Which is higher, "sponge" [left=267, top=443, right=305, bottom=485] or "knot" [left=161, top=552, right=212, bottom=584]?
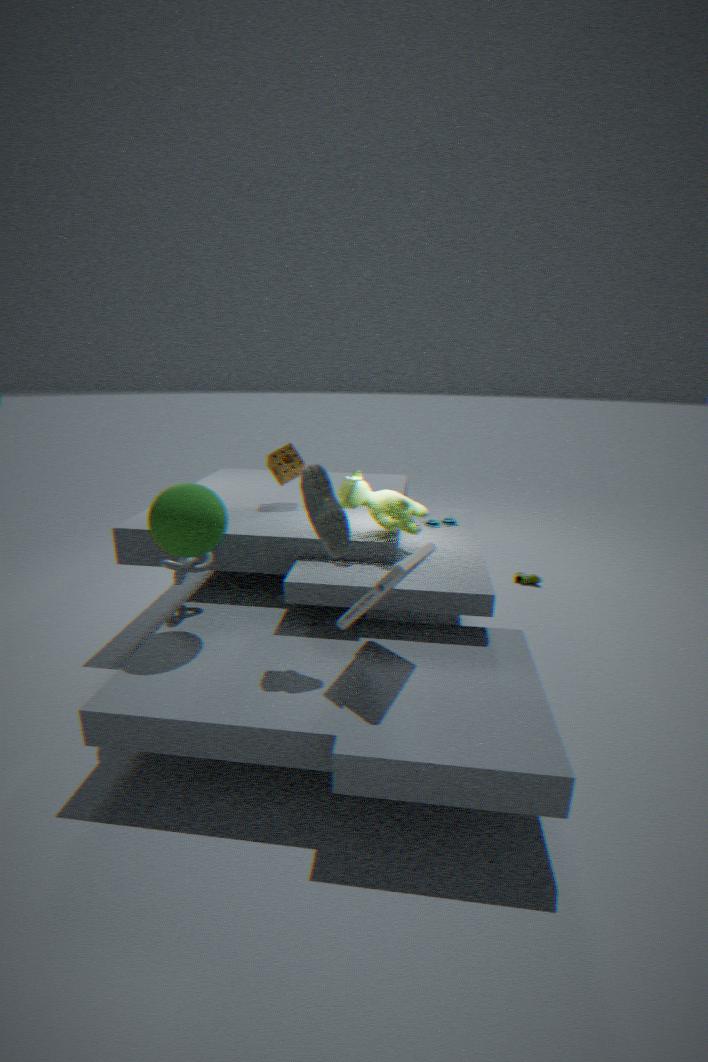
"sponge" [left=267, top=443, right=305, bottom=485]
